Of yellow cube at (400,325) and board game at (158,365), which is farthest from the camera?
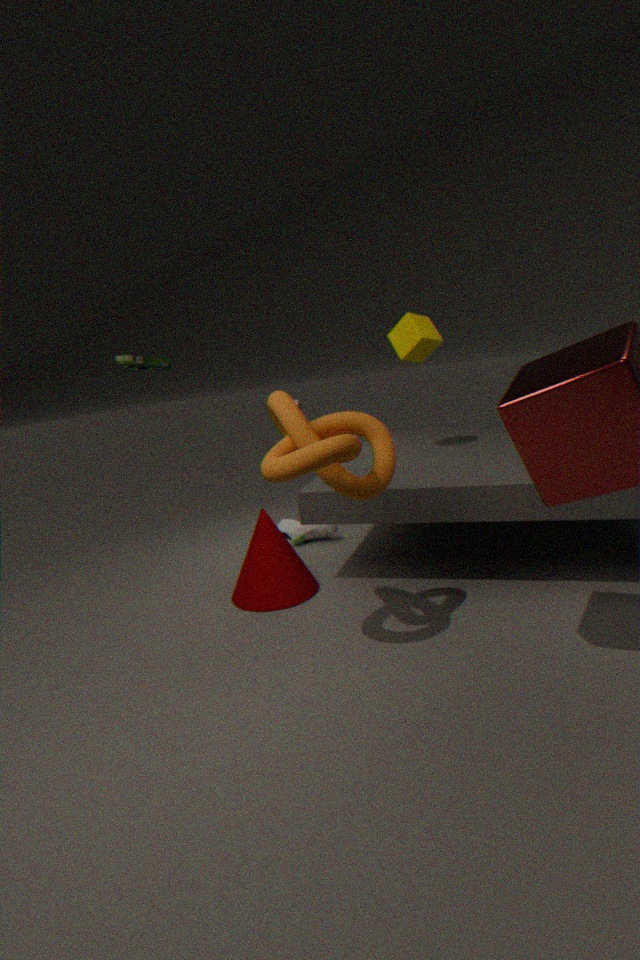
yellow cube at (400,325)
